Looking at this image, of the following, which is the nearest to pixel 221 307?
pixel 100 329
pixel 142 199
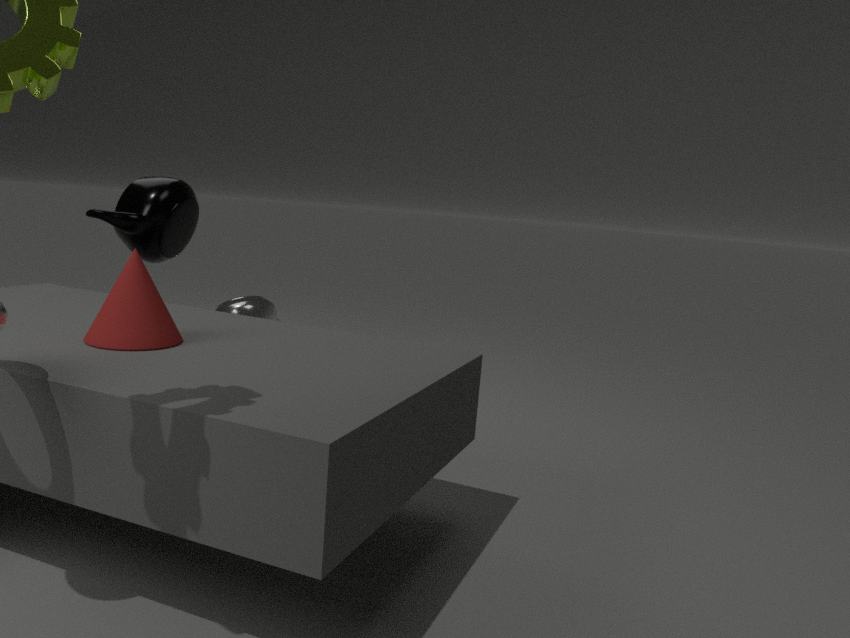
pixel 142 199
